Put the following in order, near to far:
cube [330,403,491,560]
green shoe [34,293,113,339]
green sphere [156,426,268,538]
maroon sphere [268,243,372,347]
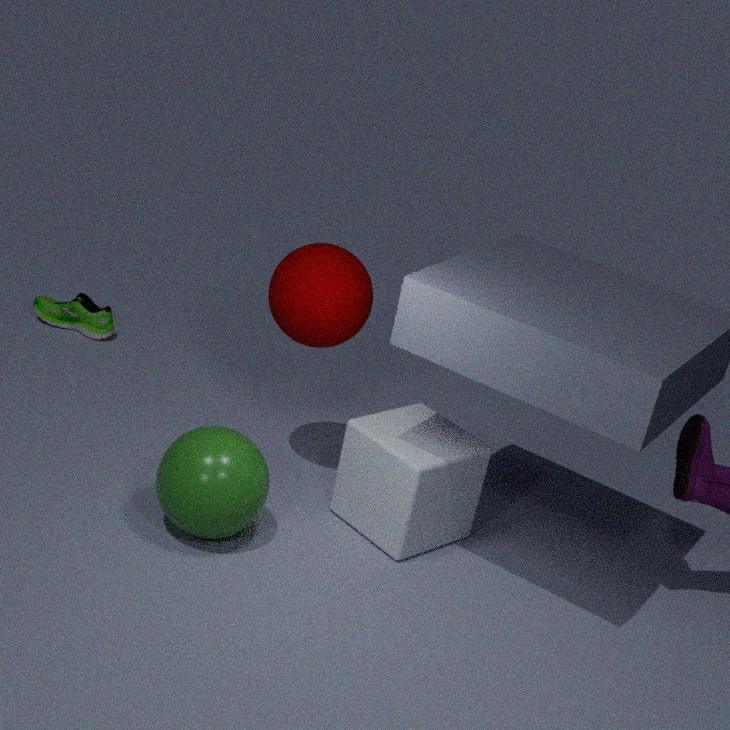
green sphere [156,426,268,538]
cube [330,403,491,560]
maroon sphere [268,243,372,347]
green shoe [34,293,113,339]
